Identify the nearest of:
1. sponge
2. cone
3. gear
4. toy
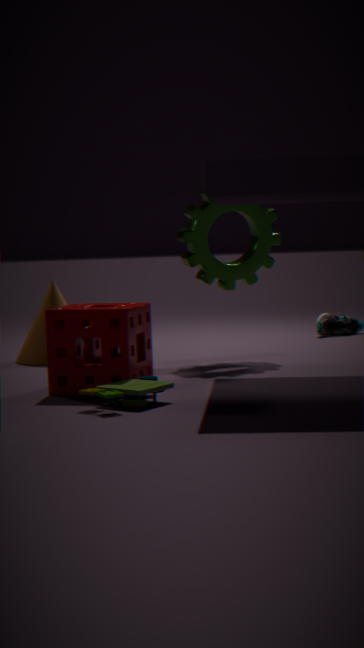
toy
